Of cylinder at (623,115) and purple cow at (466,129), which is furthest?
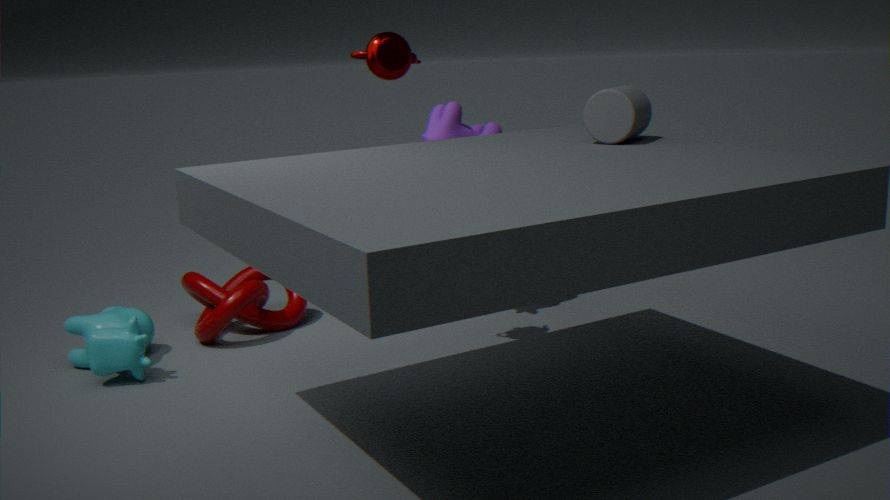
purple cow at (466,129)
